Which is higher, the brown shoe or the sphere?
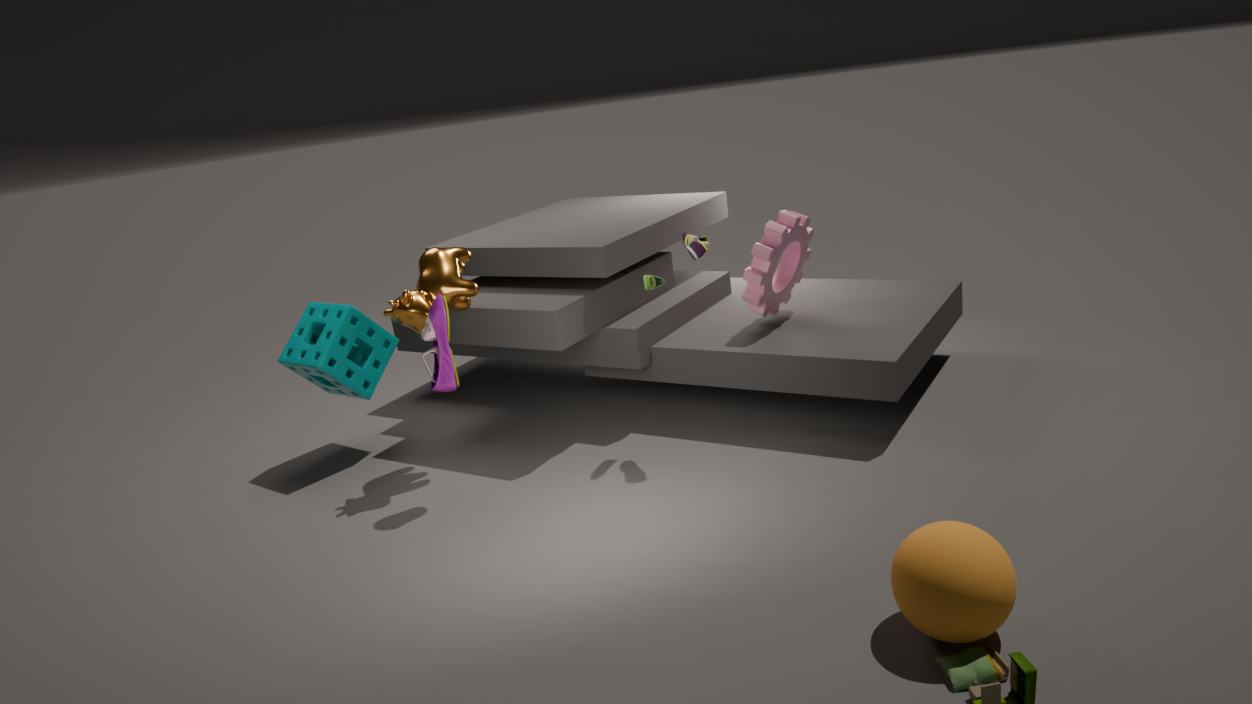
the brown shoe
